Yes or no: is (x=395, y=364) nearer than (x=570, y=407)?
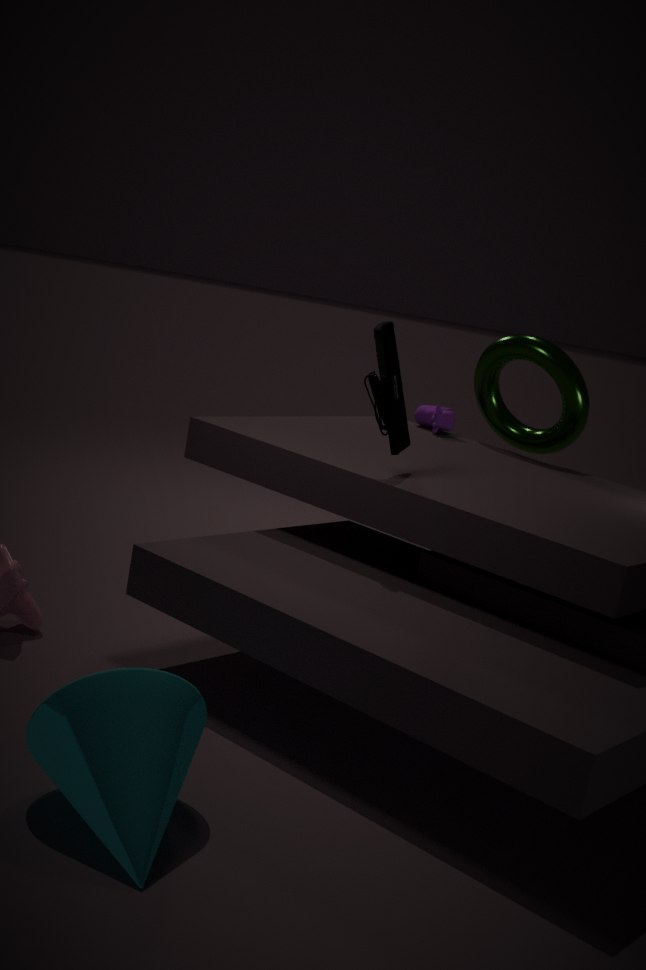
Yes
